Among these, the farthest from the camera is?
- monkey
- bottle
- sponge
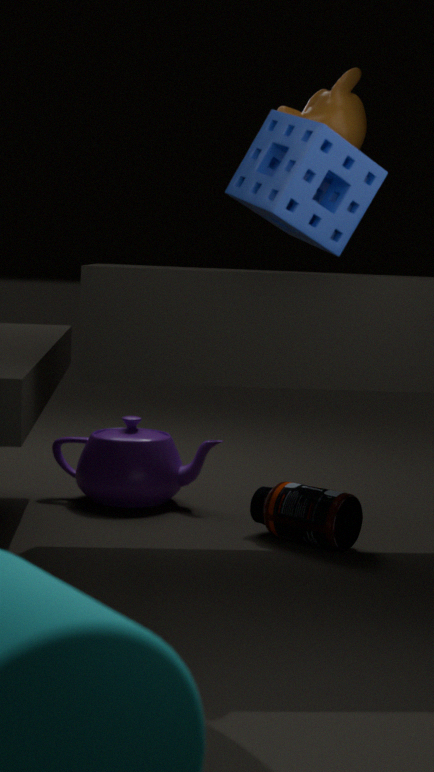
bottle
